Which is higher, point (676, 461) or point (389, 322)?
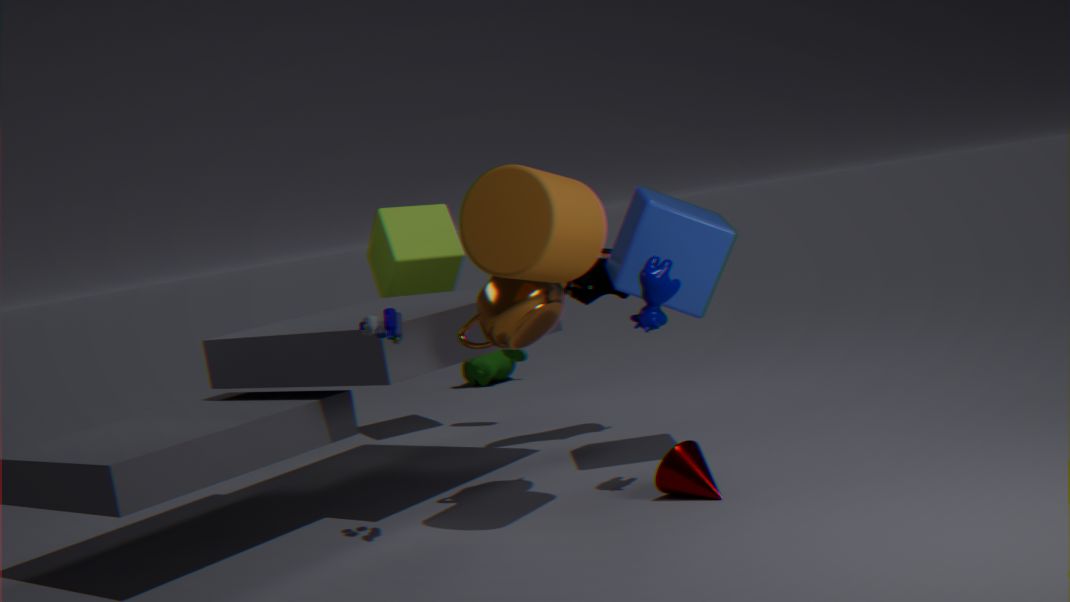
point (389, 322)
